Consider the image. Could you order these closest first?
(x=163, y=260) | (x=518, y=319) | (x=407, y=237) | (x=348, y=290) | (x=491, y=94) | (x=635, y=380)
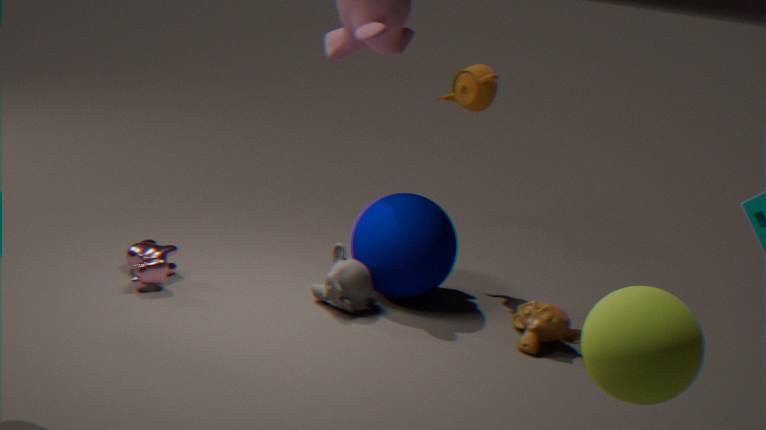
(x=635, y=380), (x=518, y=319), (x=348, y=290), (x=163, y=260), (x=407, y=237), (x=491, y=94)
